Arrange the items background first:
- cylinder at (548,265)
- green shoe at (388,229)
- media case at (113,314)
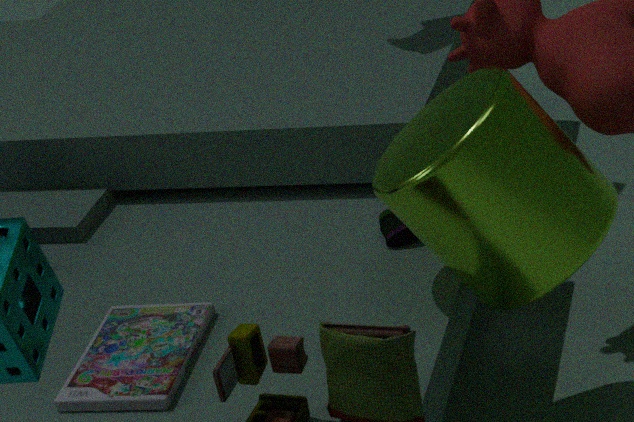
green shoe at (388,229) < media case at (113,314) < cylinder at (548,265)
